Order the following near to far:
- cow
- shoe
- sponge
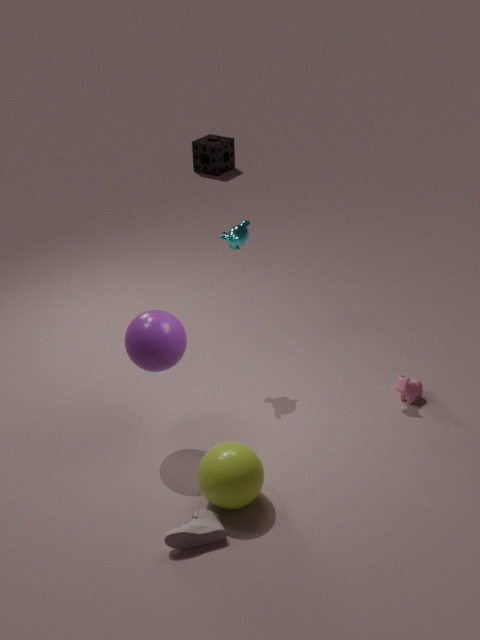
1. shoe
2. cow
3. sponge
